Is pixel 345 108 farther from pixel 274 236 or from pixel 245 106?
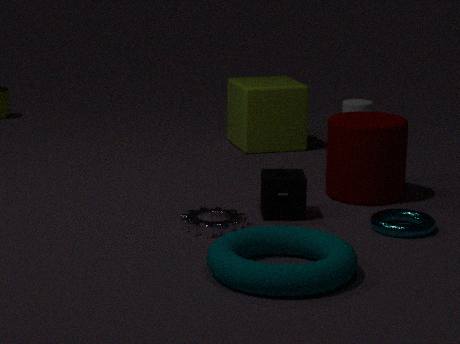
pixel 274 236
